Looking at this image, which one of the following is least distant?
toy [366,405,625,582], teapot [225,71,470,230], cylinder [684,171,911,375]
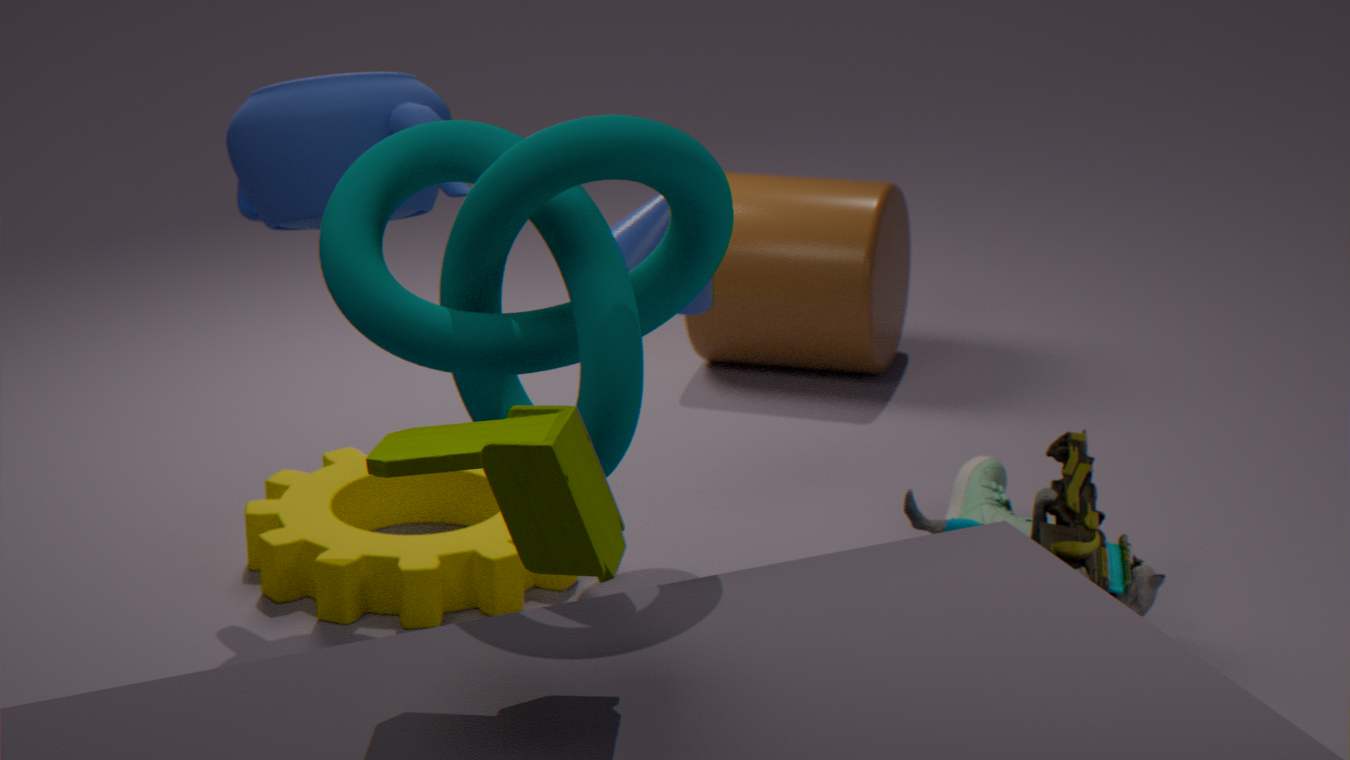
toy [366,405,625,582]
